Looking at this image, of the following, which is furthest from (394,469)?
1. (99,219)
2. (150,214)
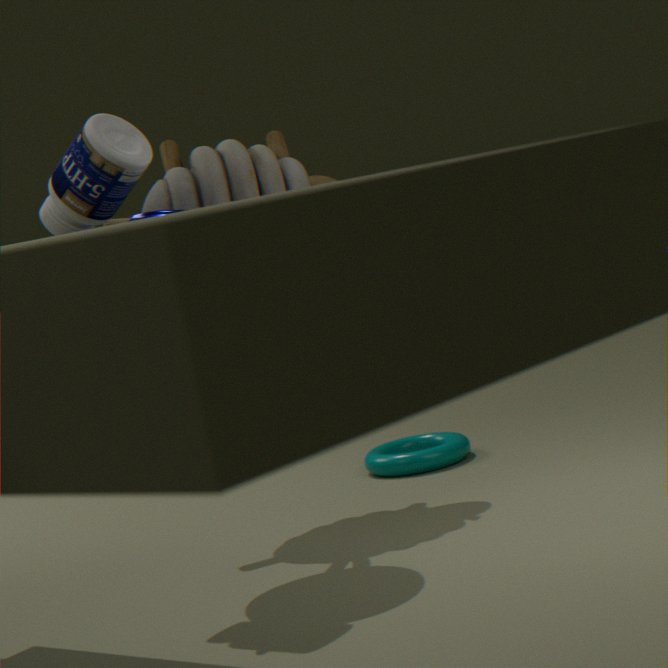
(99,219)
